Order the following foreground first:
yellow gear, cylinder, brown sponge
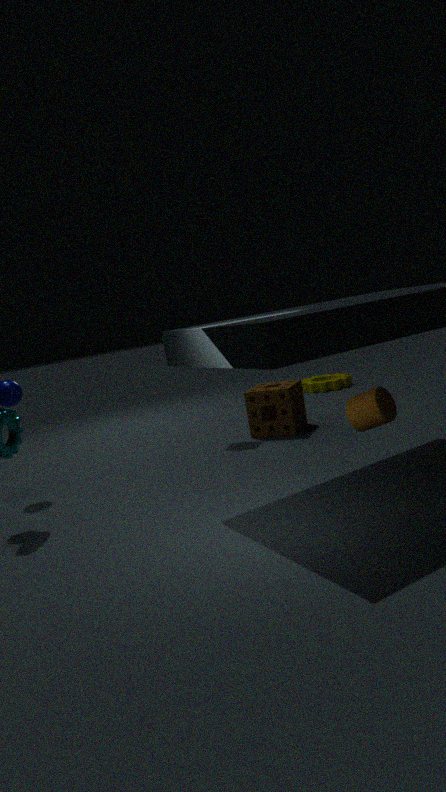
1. cylinder
2. brown sponge
3. yellow gear
